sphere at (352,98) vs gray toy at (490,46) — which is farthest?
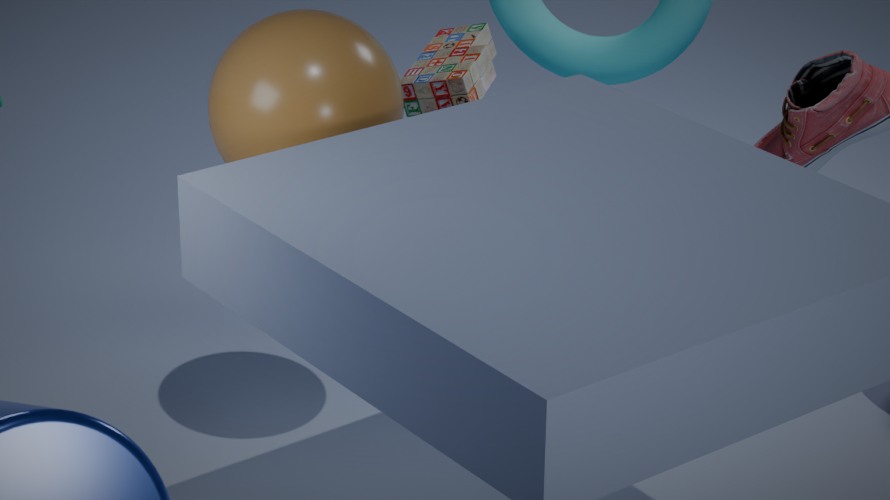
gray toy at (490,46)
